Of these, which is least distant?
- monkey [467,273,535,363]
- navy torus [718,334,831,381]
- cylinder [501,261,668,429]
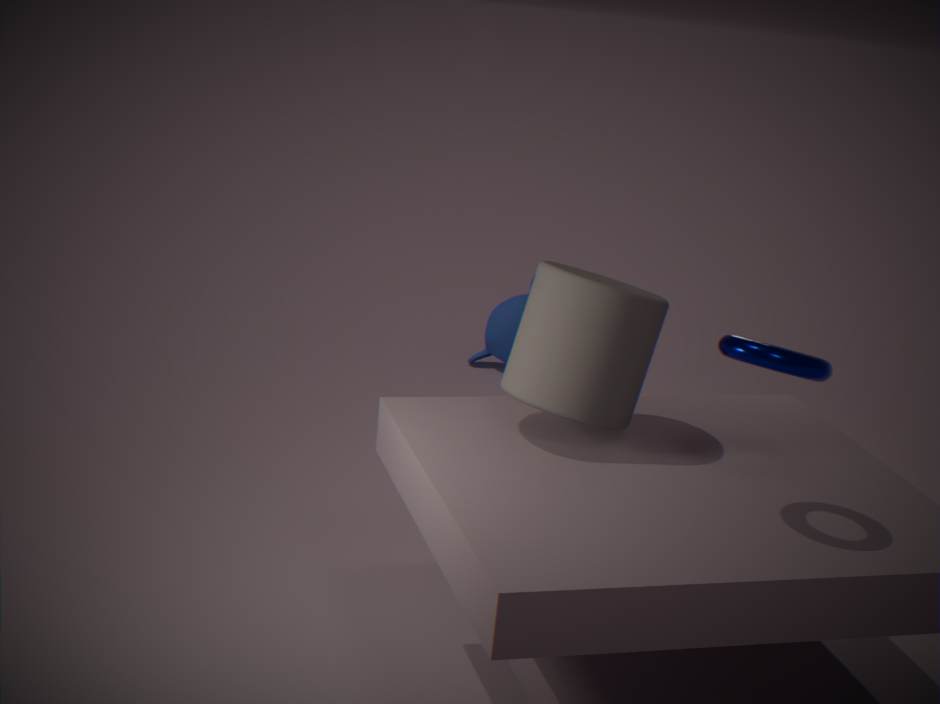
navy torus [718,334,831,381]
